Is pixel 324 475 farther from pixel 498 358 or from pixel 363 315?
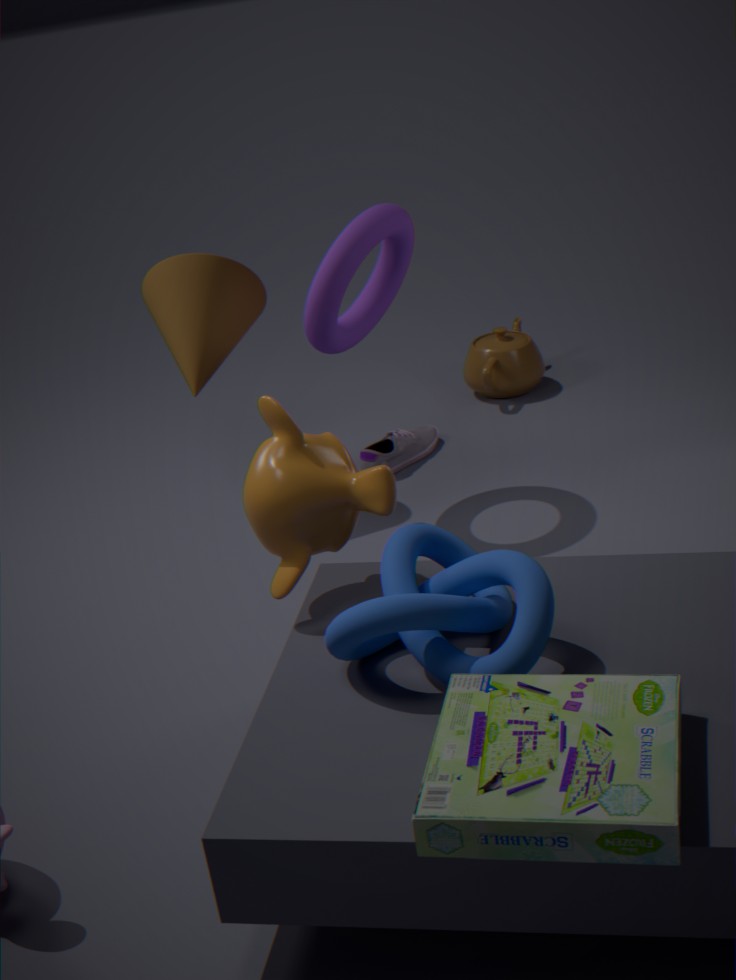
pixel 498 358
